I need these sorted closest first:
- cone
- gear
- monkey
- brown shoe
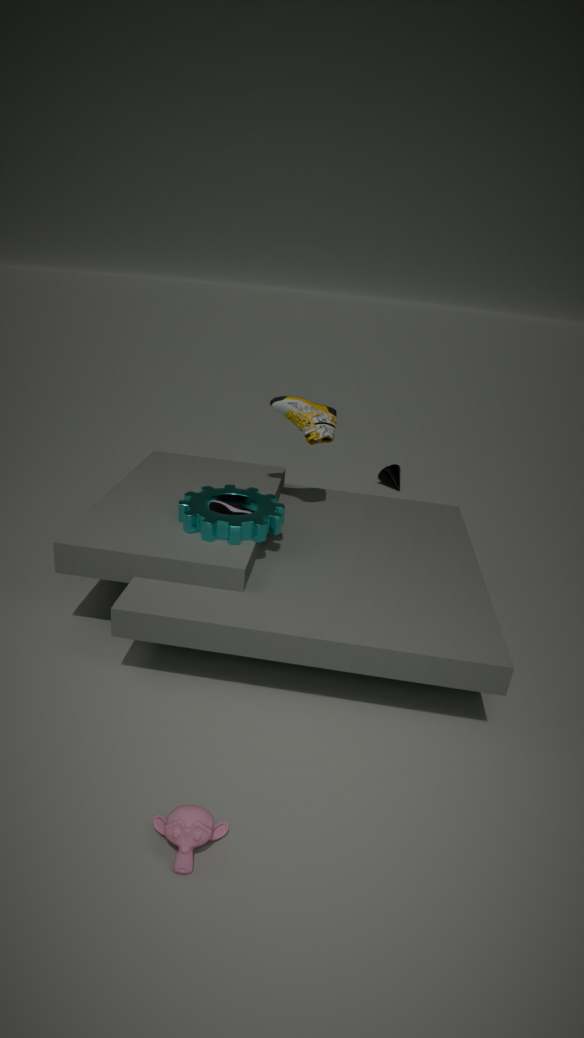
monkey, gear, brown shoe, cone
